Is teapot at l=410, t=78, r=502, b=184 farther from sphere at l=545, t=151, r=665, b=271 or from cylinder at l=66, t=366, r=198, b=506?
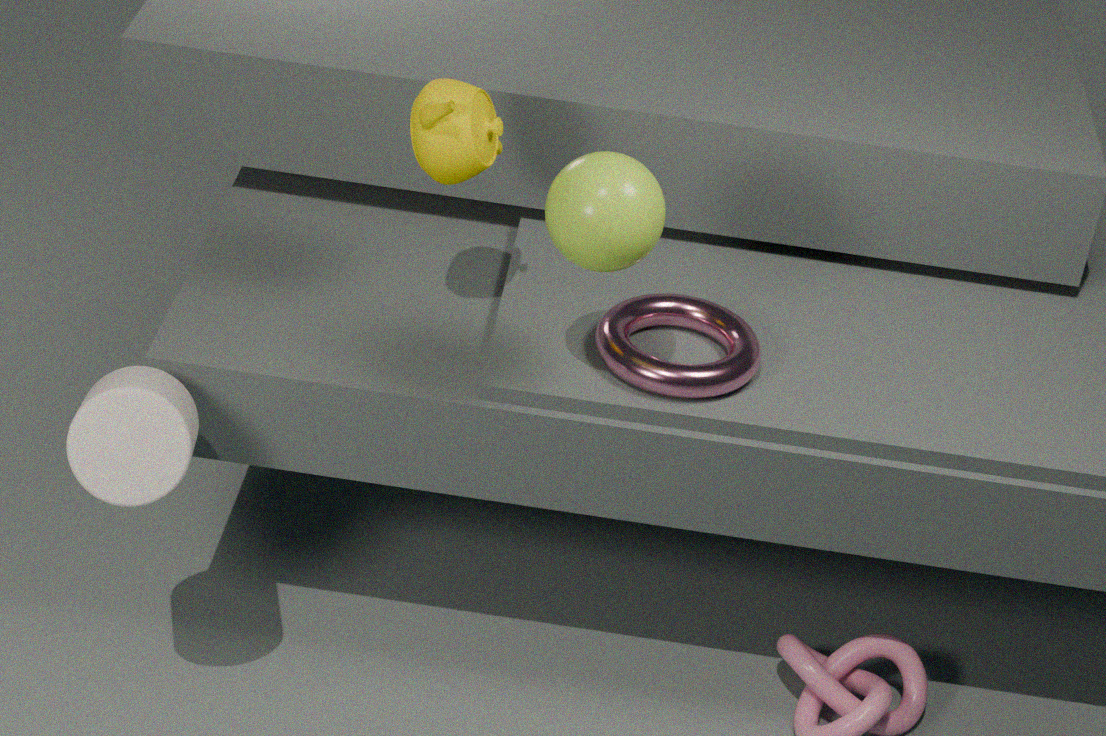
cylinder at l=66, t=366, r=198, b=506
